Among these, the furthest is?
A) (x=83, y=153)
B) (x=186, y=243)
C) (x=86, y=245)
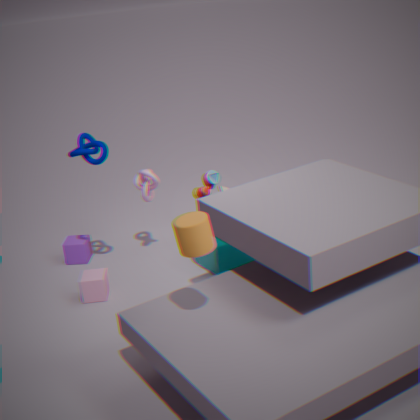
(x=86, y=245)
